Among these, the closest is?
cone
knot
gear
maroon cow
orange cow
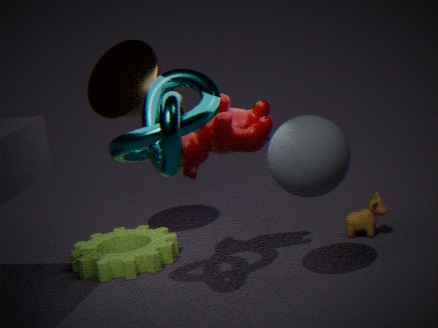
knot
